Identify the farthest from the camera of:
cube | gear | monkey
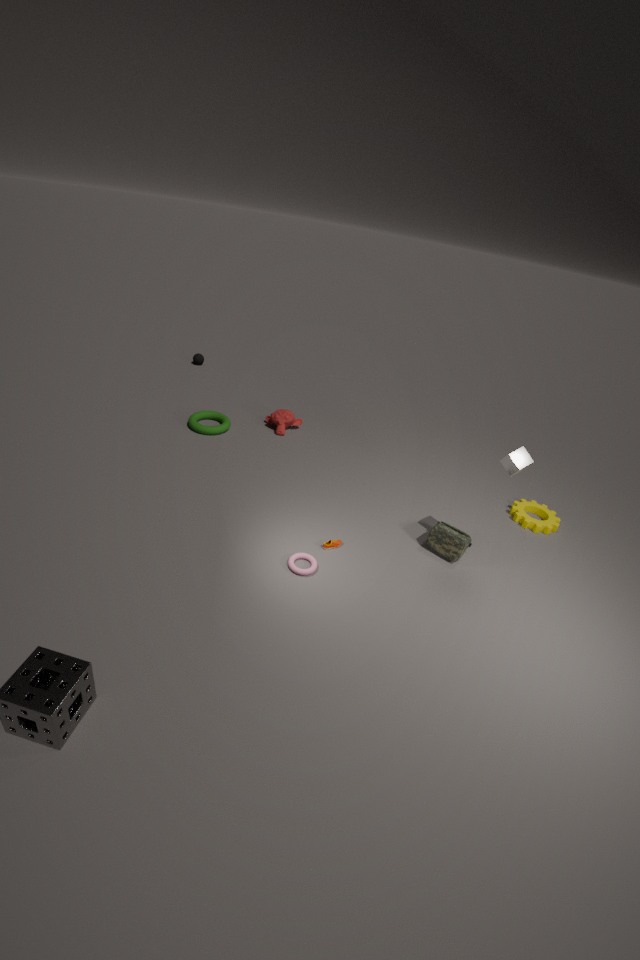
monkey
